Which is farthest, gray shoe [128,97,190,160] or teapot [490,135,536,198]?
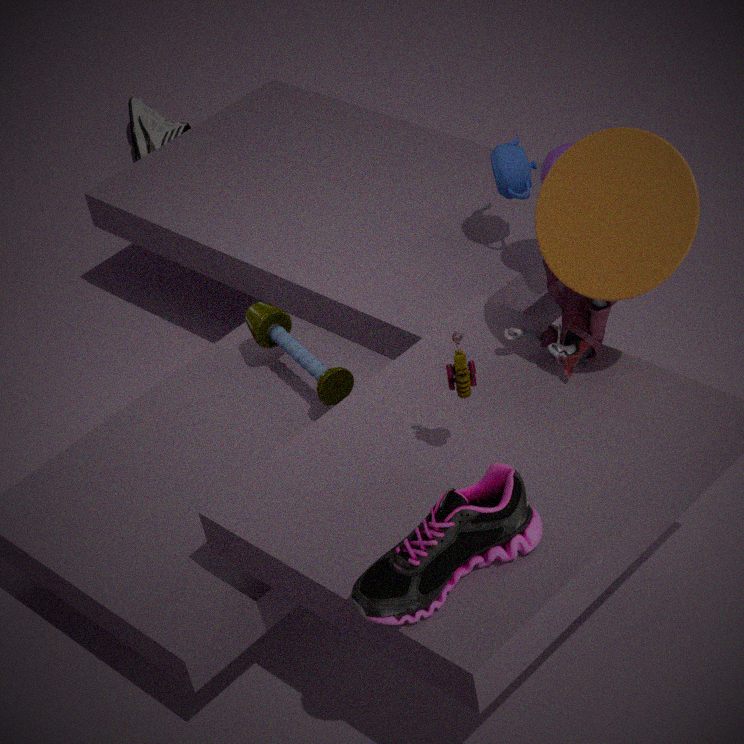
gray shoe [128,97,190,160]
